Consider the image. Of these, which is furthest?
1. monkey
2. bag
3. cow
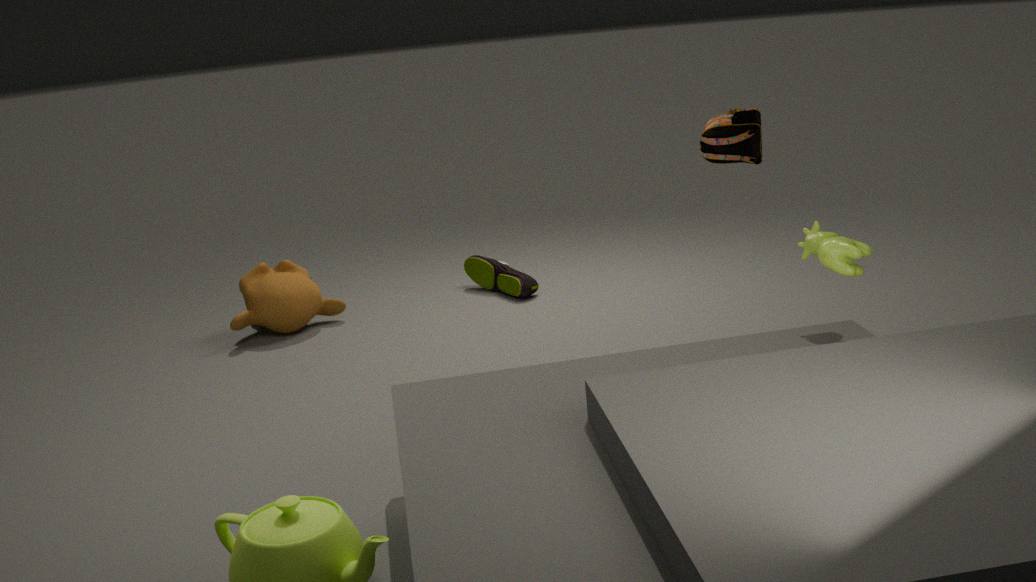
monkey
